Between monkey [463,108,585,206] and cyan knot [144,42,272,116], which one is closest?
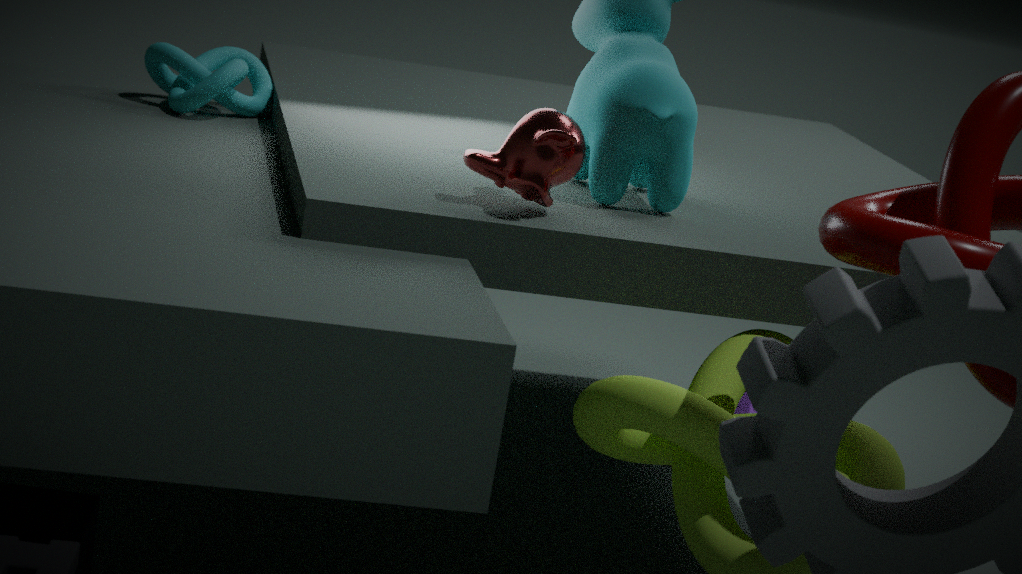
monkey [463,108,585,206]
